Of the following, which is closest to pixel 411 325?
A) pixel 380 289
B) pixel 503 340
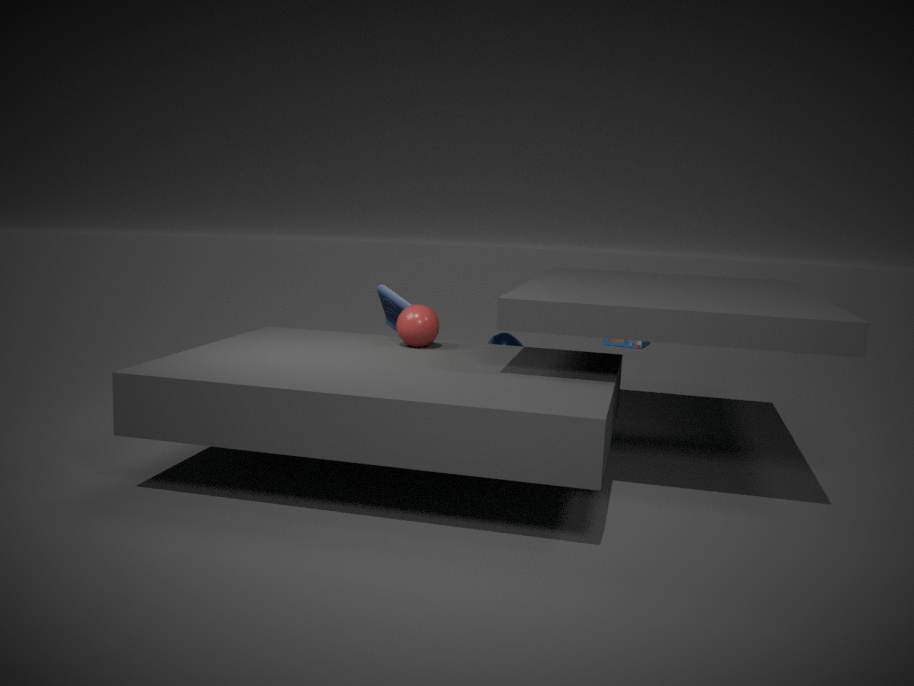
pixel 380 289
